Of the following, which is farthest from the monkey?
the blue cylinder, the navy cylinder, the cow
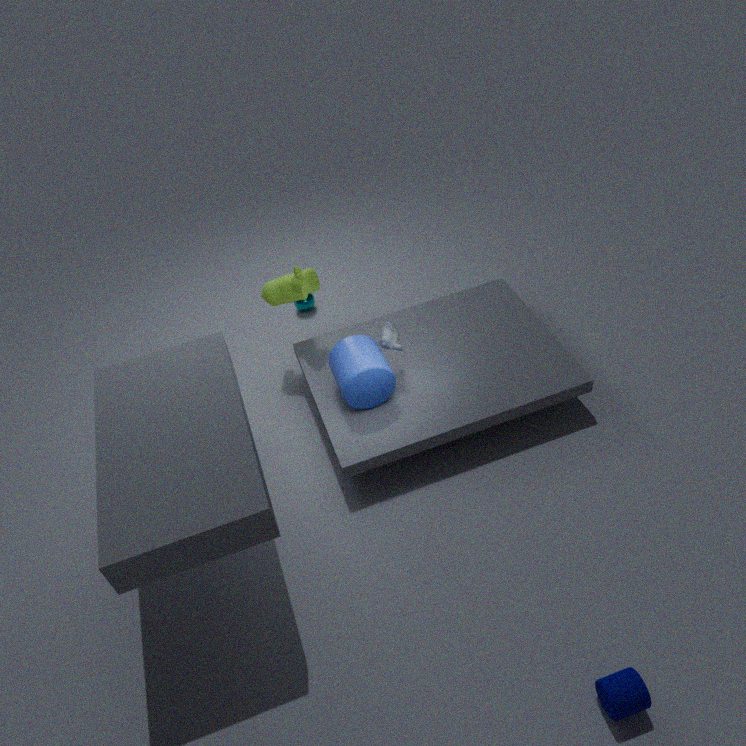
the navy cylinder
